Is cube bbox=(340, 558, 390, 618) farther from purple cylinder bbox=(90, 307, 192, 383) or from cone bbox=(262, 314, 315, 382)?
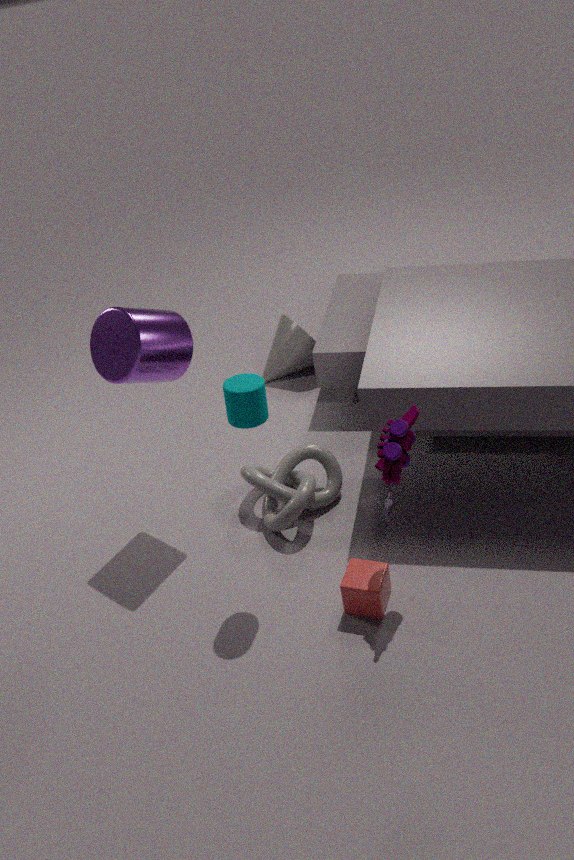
cone bbox=(262, 314, 315, 382)
